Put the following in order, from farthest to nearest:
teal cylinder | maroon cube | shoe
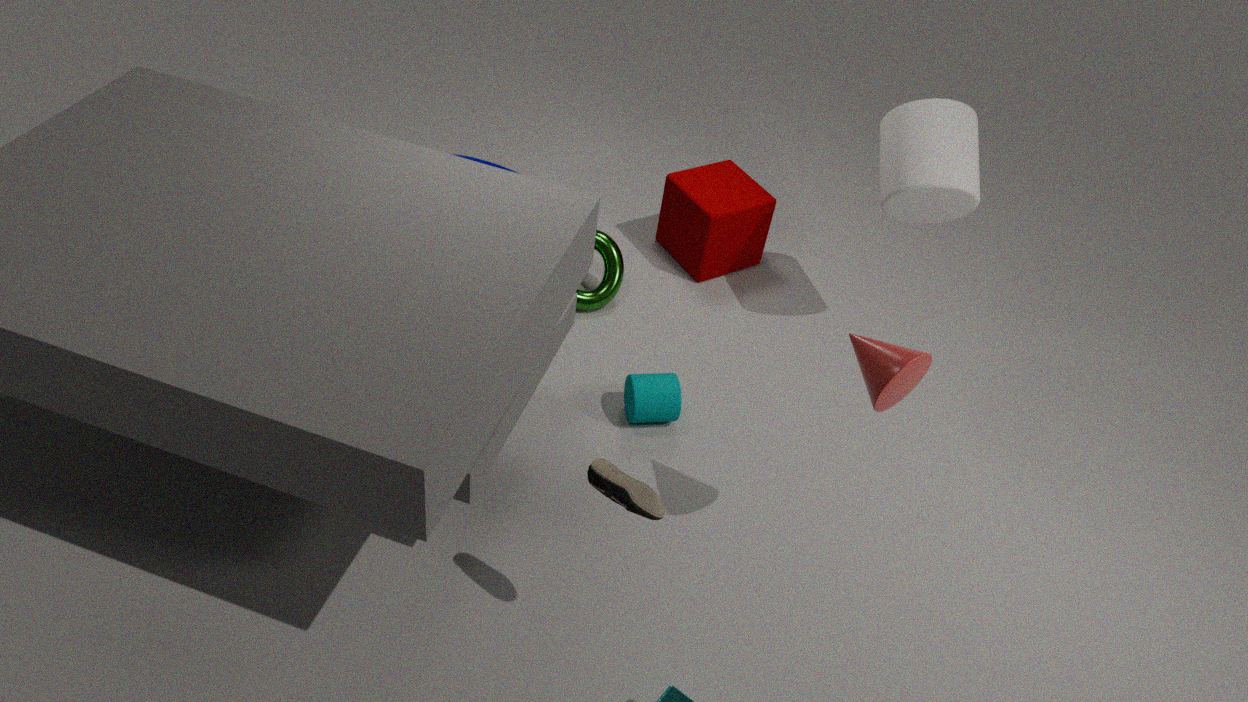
maroon cube
teal cylinder
shoe
